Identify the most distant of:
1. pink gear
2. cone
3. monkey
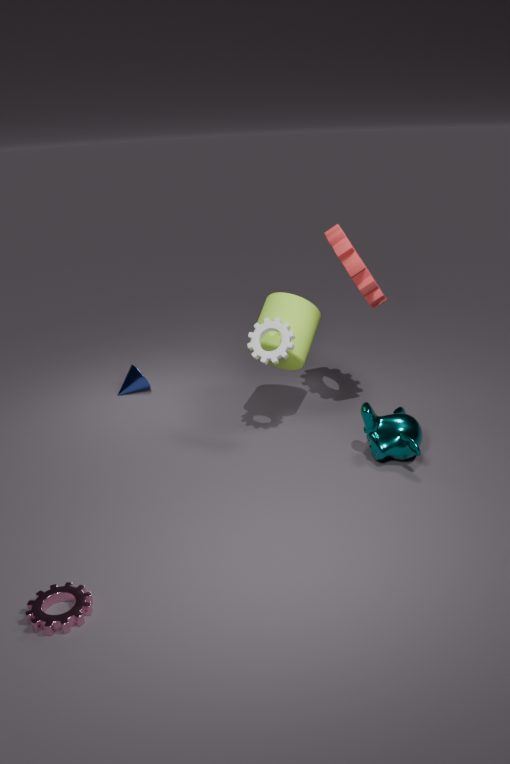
cone
